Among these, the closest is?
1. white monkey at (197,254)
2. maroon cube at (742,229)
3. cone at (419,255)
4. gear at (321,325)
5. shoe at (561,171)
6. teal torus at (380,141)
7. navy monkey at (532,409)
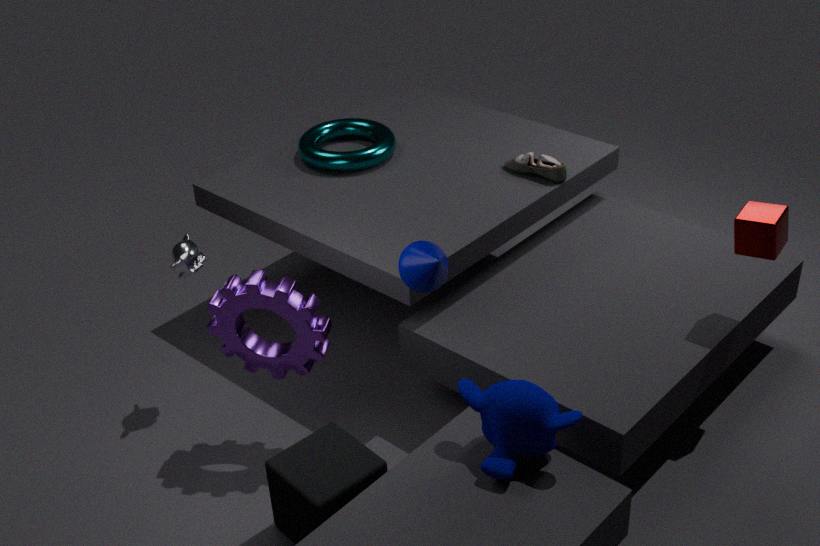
navy monkey at (532,409)
